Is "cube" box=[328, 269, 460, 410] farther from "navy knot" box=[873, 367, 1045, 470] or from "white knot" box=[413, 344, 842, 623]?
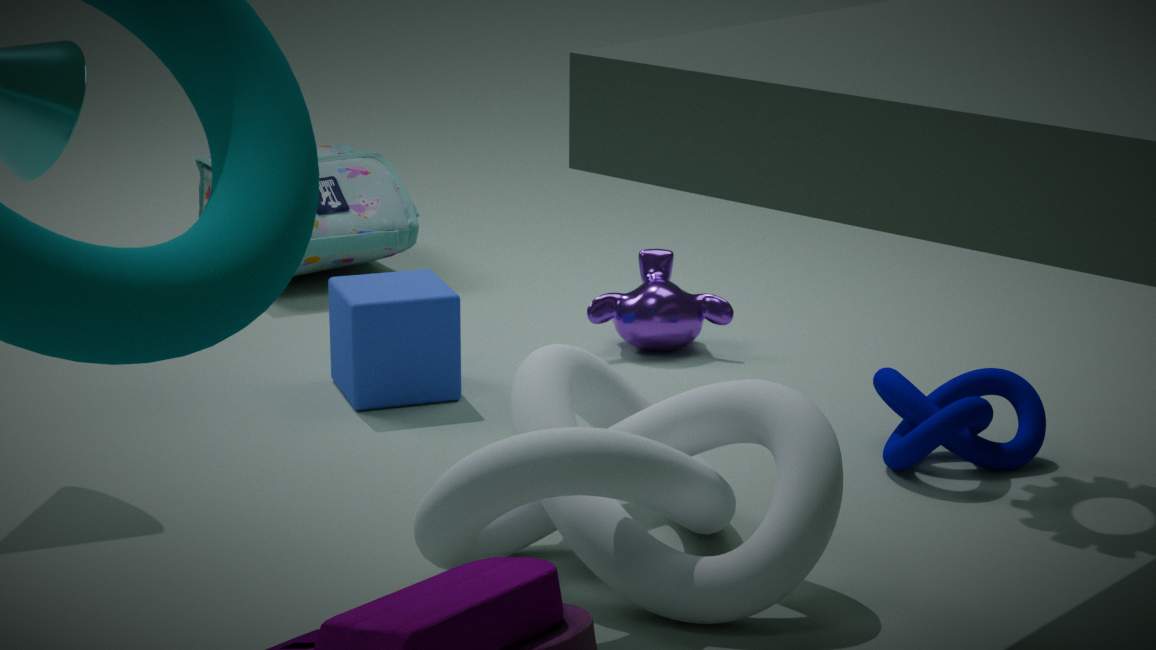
"navy knot" box=[873, 367, 1045, 470]
